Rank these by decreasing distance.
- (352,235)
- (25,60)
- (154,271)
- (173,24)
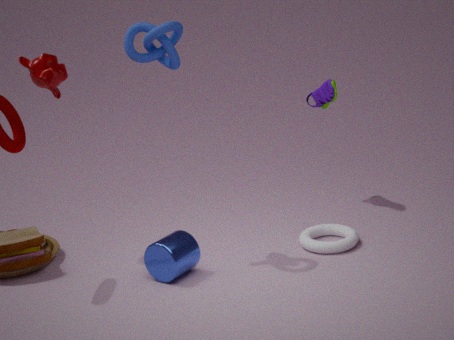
(352,235)
(25,60)
(154,271)
(173,24)
